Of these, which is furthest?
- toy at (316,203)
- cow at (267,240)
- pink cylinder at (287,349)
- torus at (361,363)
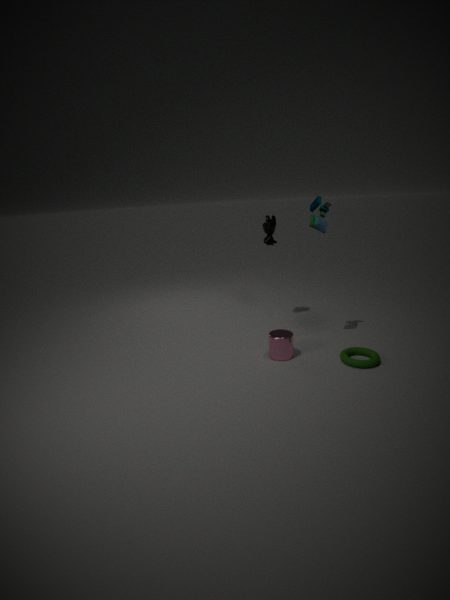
cow at (267,240)
